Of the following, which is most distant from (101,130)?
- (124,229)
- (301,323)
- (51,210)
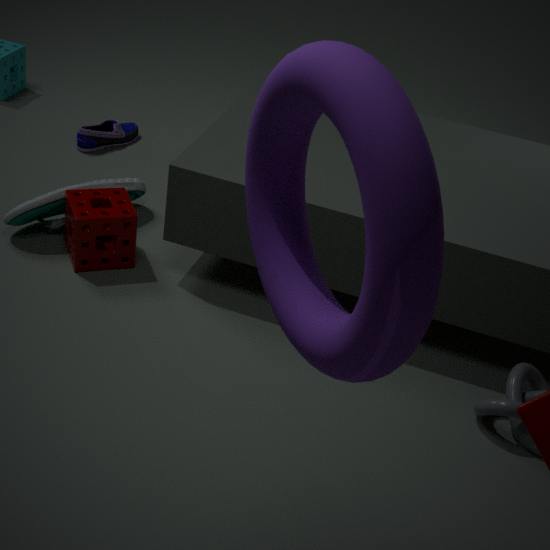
(301,323)
